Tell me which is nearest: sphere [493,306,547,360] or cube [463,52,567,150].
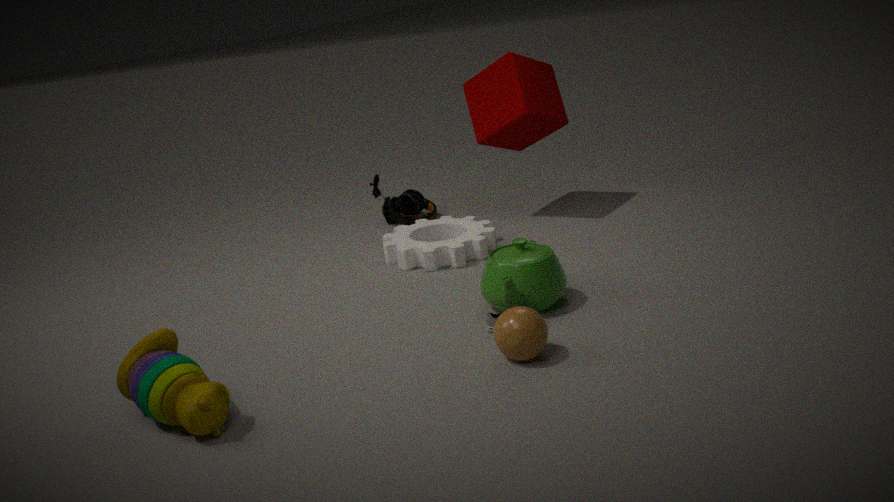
sphere [493,306,547,360]
